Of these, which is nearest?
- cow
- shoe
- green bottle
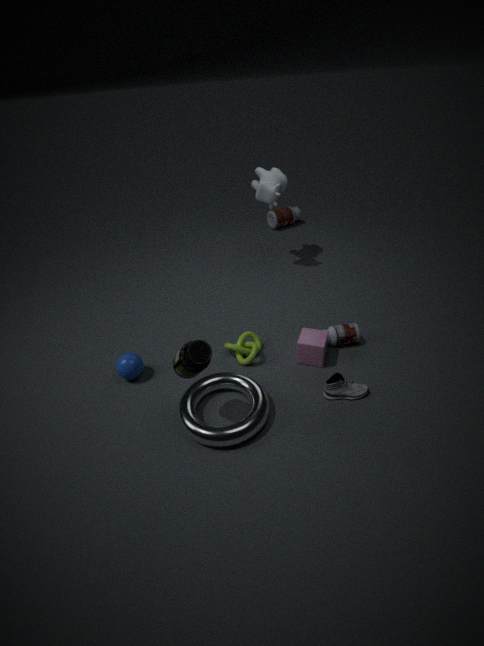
green bottle
